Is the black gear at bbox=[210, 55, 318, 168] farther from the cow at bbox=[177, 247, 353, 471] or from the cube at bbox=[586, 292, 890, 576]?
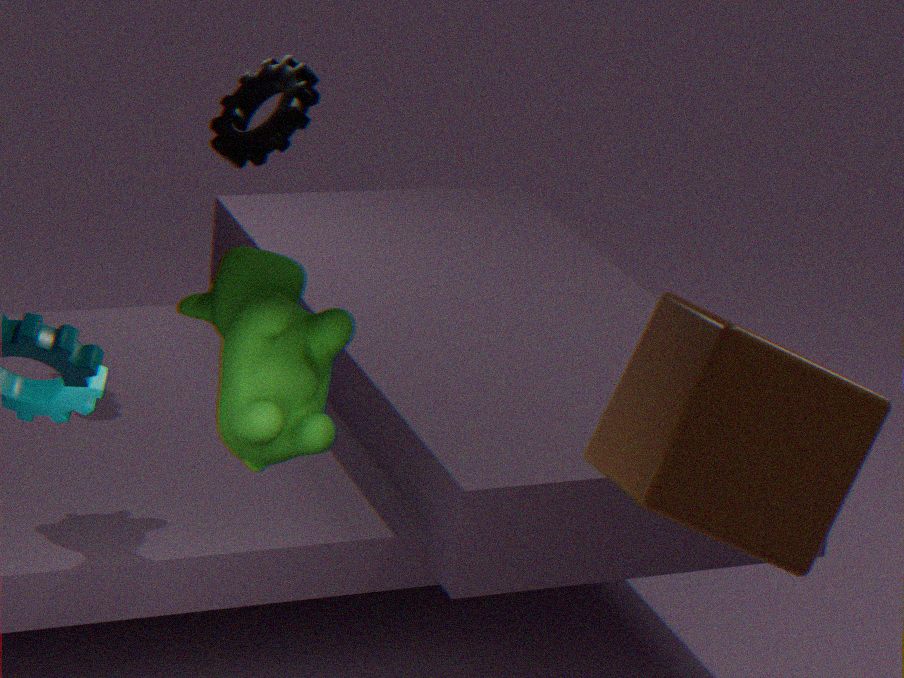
the cube at bbox=[586, 292, 890, 576]
